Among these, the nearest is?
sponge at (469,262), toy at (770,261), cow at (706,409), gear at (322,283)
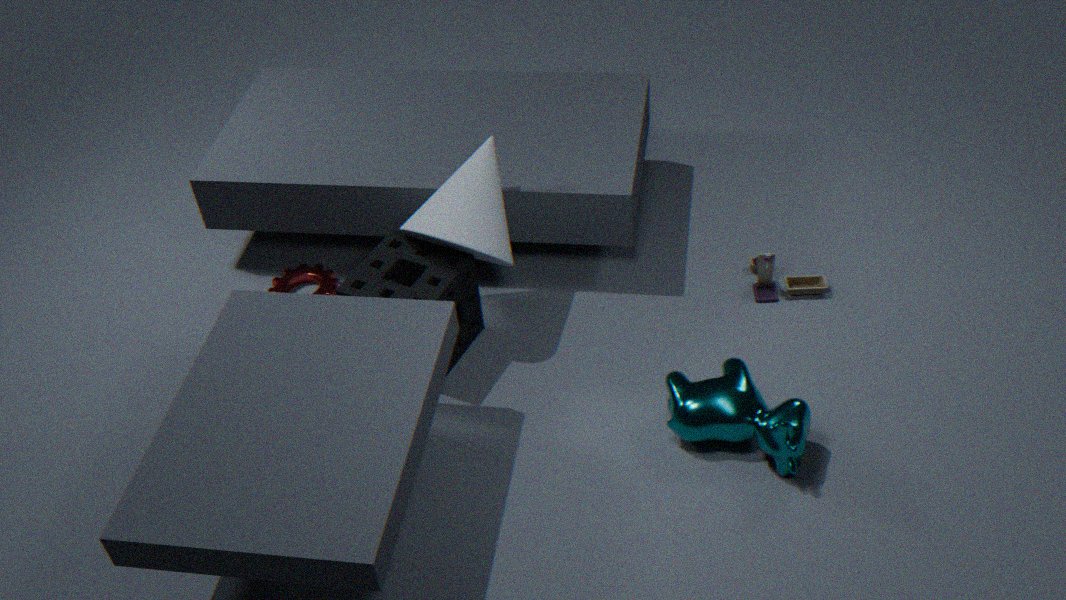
cow at (706,409)
